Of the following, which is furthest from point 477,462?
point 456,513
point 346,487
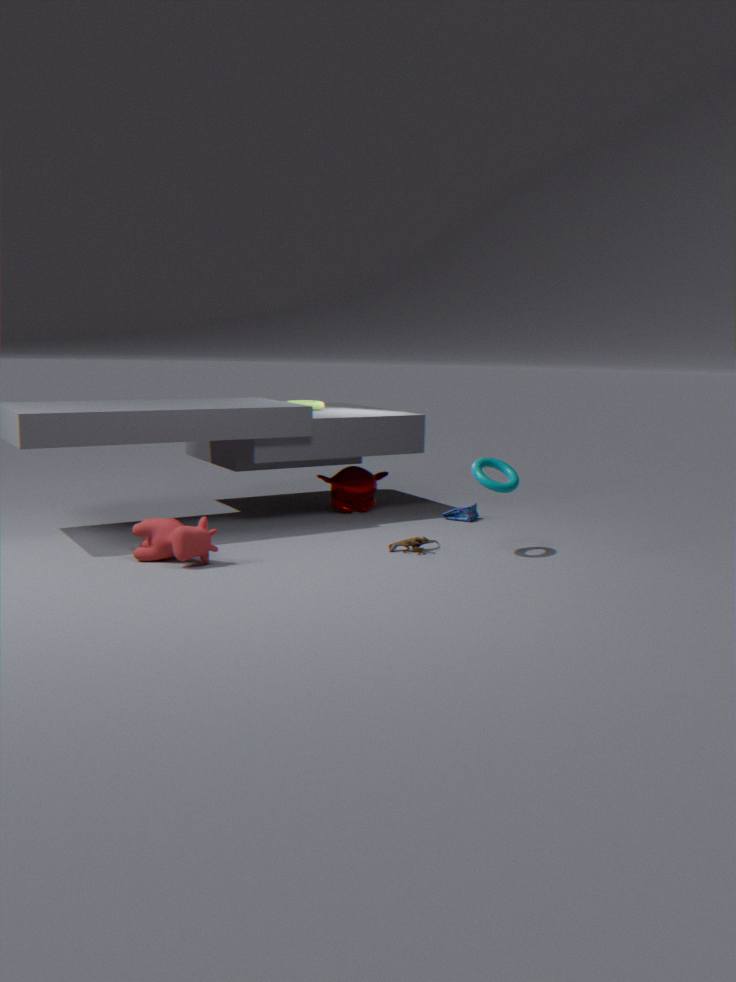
point 346,487
